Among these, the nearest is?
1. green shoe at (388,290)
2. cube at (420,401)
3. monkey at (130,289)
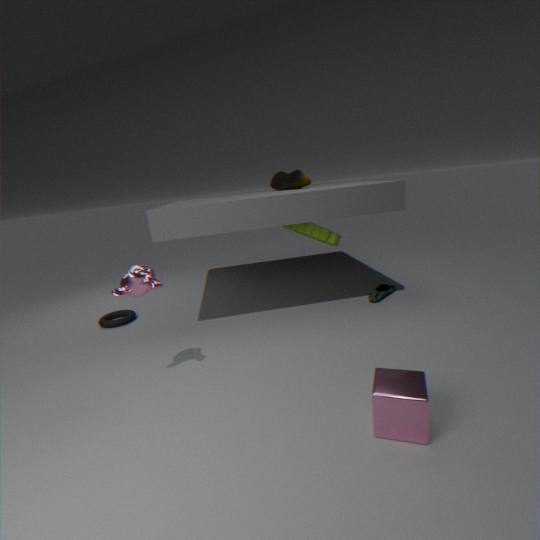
cube at (420,401)
